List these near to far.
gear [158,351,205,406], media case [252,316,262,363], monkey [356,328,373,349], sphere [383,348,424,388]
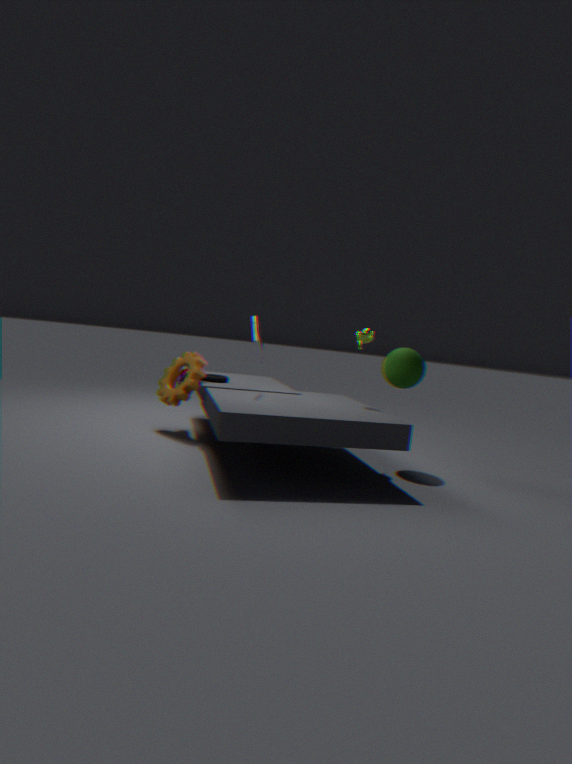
media case [252,316,262,363], sphere [383,348,424,388], monkey [356,328,373,349], gear [158,351,205,406]
